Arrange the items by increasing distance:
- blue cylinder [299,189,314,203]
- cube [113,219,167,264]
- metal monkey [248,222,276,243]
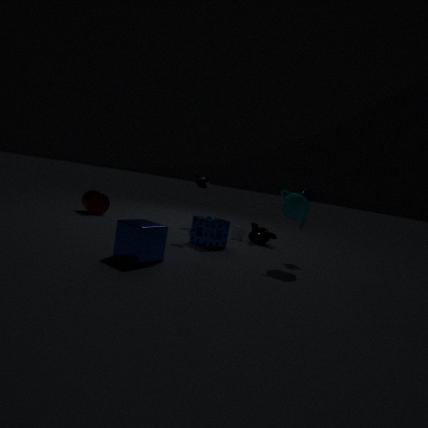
1. cube [113,219,167,264]
2. blue cylinder [299,189,314,203]
3. metal monkey [248,222,276,243]
